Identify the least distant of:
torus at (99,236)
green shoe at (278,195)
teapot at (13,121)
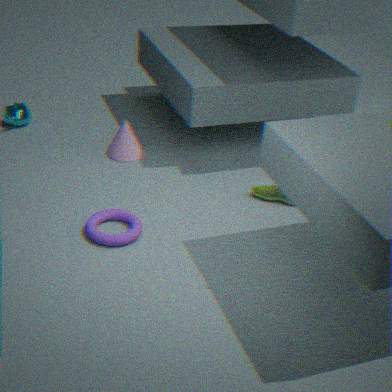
torus at (99,236)
